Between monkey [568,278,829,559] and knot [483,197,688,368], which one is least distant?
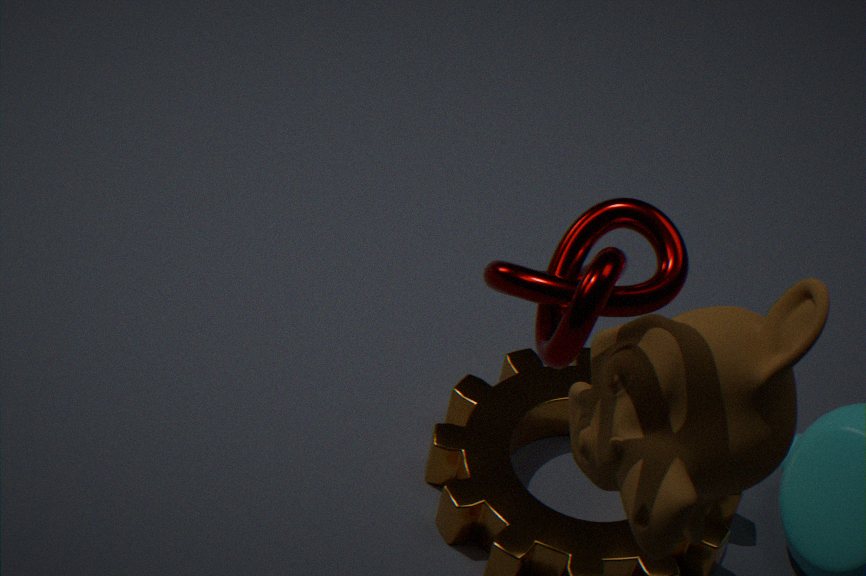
knot [483,197,688,368]
